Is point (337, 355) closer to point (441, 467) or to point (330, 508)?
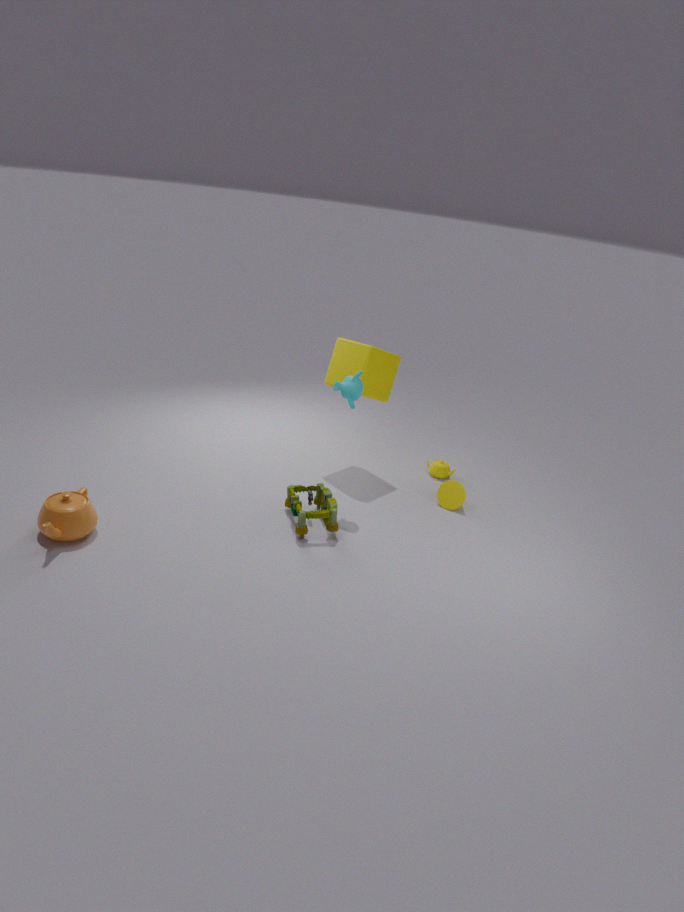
point (441, 467)
